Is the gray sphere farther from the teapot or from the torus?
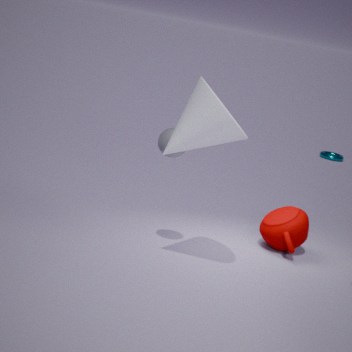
the torus
